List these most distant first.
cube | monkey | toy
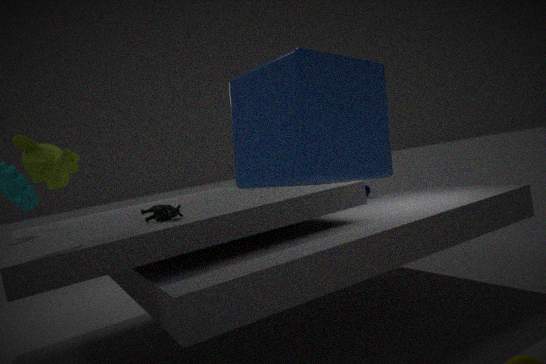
toy < monkey < cube
